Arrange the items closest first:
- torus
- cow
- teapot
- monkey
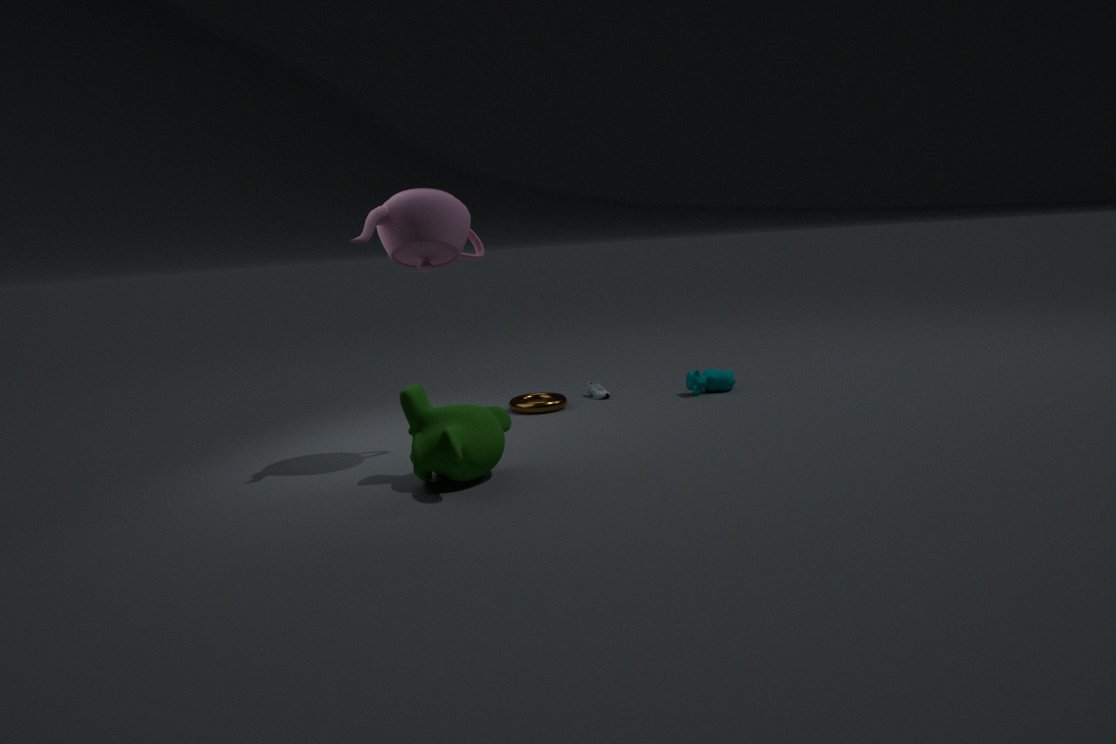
monkey
teapot
torus
cow
